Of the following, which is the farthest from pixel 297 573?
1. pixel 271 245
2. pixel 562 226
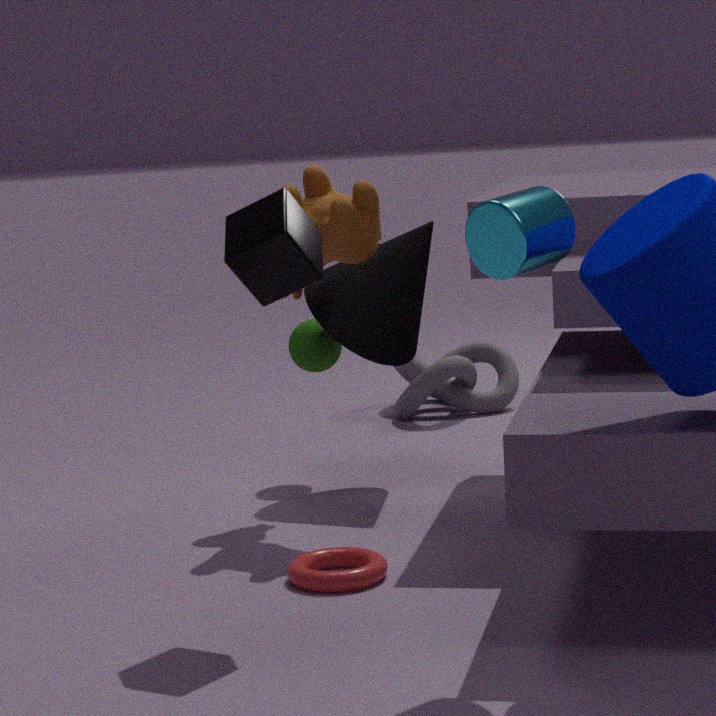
pixel 562 226
